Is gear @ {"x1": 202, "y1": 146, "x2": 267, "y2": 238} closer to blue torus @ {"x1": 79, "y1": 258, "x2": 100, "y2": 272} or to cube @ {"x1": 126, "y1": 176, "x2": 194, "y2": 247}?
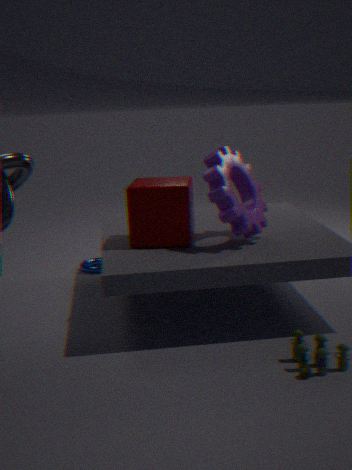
cube @ {"x1": 126, "y1": 176, "x2": 194, "y2": 247}
